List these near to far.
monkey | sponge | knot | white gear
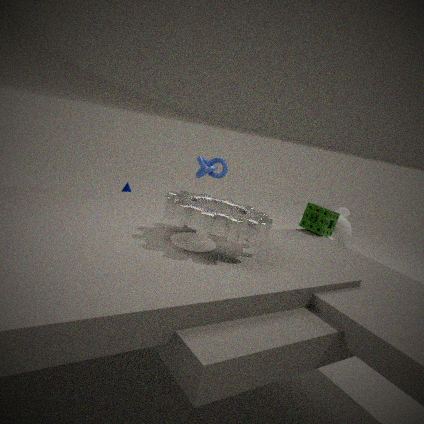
white gear, sponge, monkey, knot
